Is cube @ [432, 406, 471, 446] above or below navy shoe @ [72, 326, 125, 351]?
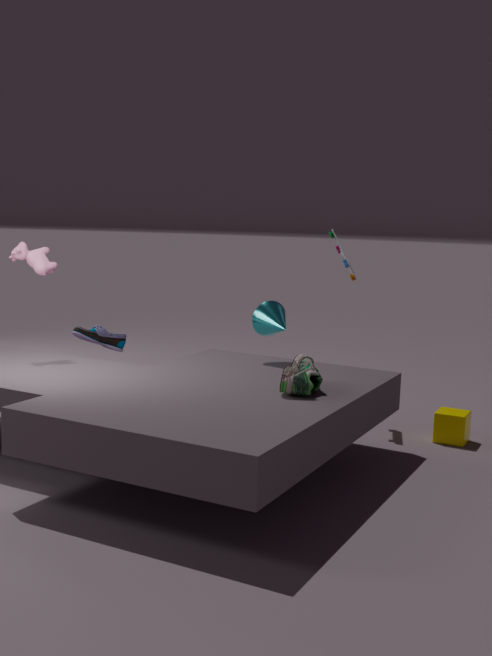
below
